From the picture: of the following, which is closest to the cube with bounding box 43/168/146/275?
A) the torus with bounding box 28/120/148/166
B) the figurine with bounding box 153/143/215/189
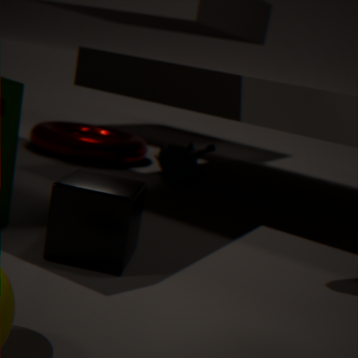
the figurine with bounding box 153/143/215/189
